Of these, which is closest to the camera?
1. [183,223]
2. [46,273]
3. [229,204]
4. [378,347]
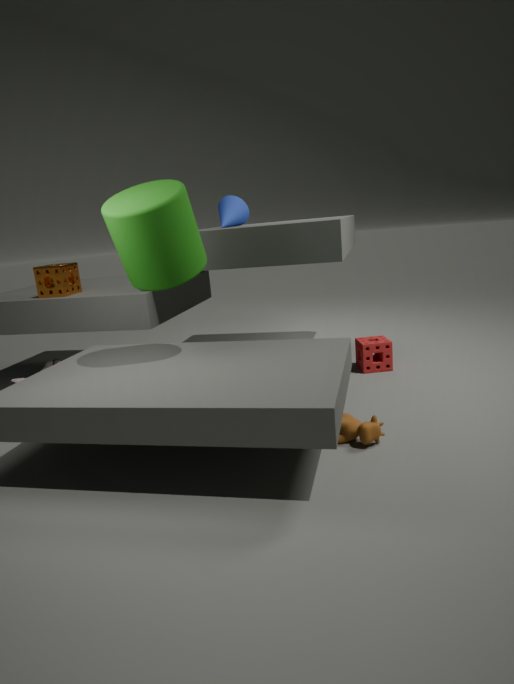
[183,223]
